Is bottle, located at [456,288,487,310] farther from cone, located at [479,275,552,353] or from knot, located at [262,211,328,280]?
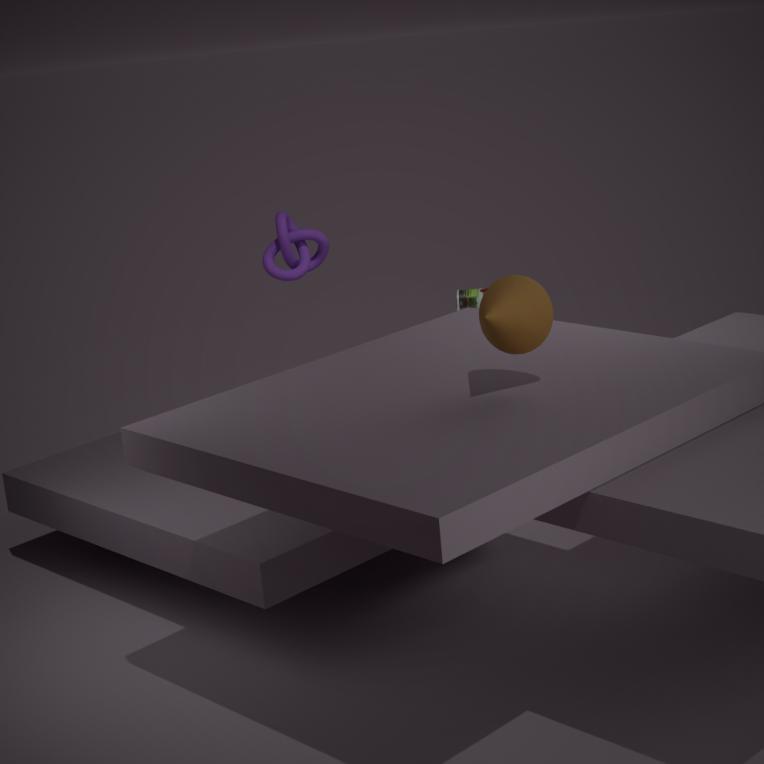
cone, located at [479,275,552,353]
